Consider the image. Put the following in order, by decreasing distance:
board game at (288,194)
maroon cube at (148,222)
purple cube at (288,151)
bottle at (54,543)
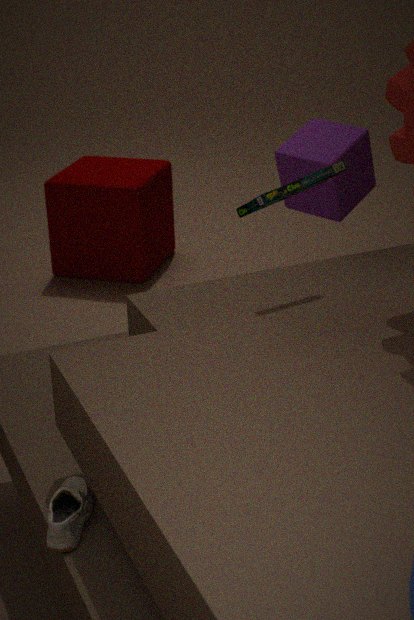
maroon cube at (148,222) < purple cube at (288,151) < board game at (288,194) < bottle at (54,543)
